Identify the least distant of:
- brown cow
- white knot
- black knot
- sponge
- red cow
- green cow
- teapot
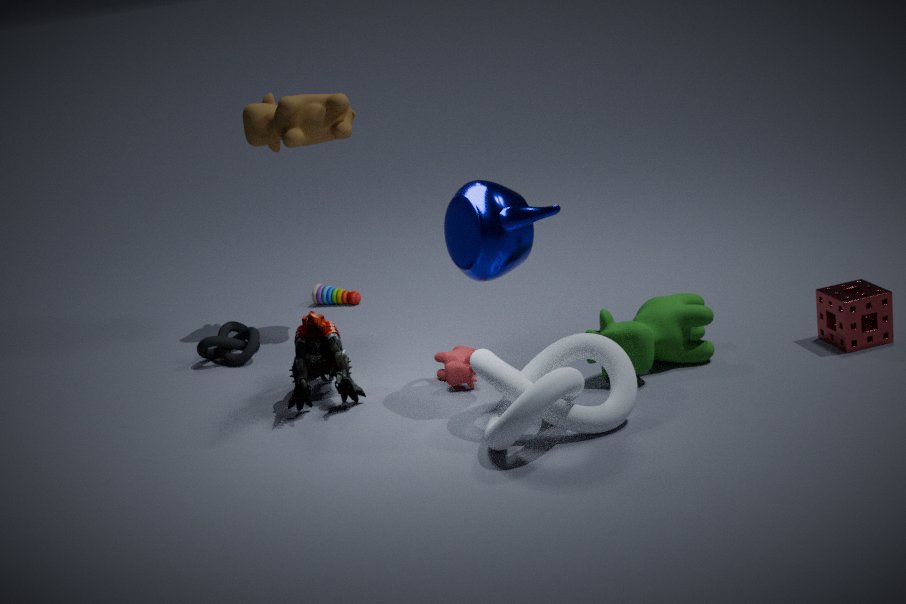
white knot
